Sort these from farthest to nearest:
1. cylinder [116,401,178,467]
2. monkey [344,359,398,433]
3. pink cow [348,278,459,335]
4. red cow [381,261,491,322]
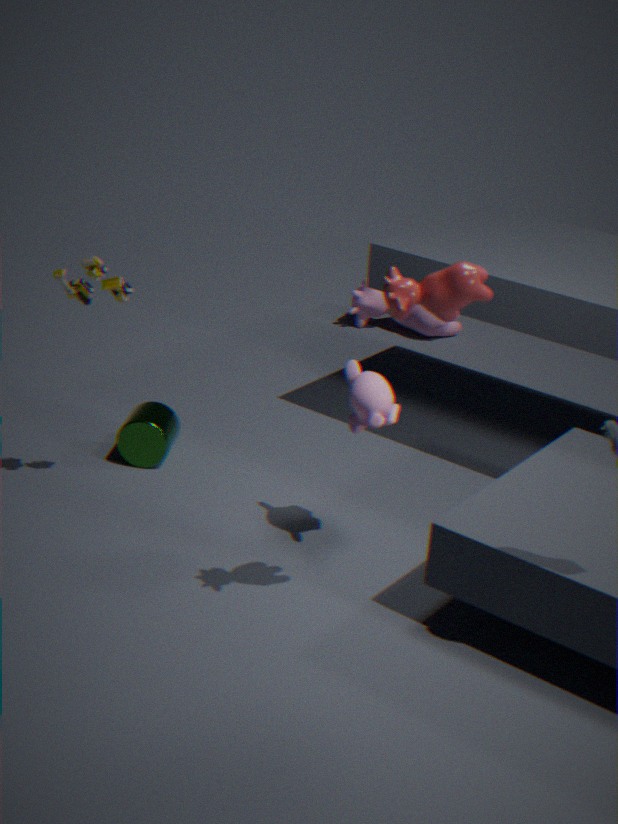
pink cow [348,278,459,335] < cylinder [116,401,178,467] < monkey [344,359,398,433] < red cow [381,261,491,322]
